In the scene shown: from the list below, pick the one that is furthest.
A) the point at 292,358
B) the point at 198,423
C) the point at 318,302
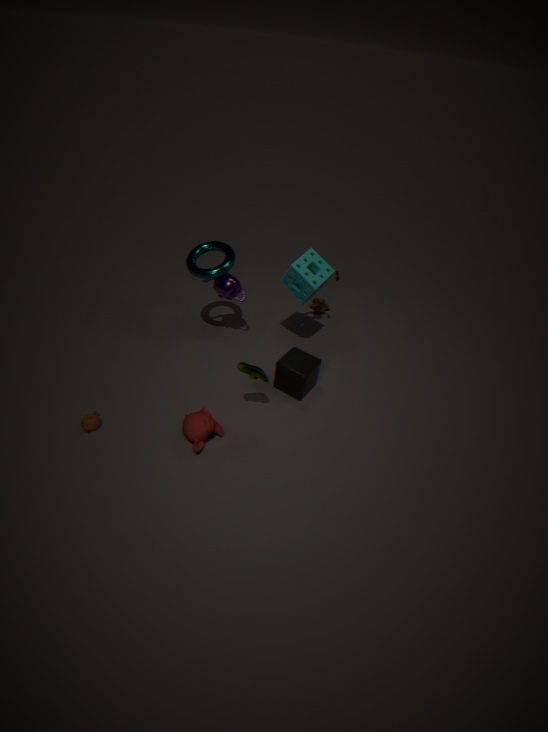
the point at 318,302
